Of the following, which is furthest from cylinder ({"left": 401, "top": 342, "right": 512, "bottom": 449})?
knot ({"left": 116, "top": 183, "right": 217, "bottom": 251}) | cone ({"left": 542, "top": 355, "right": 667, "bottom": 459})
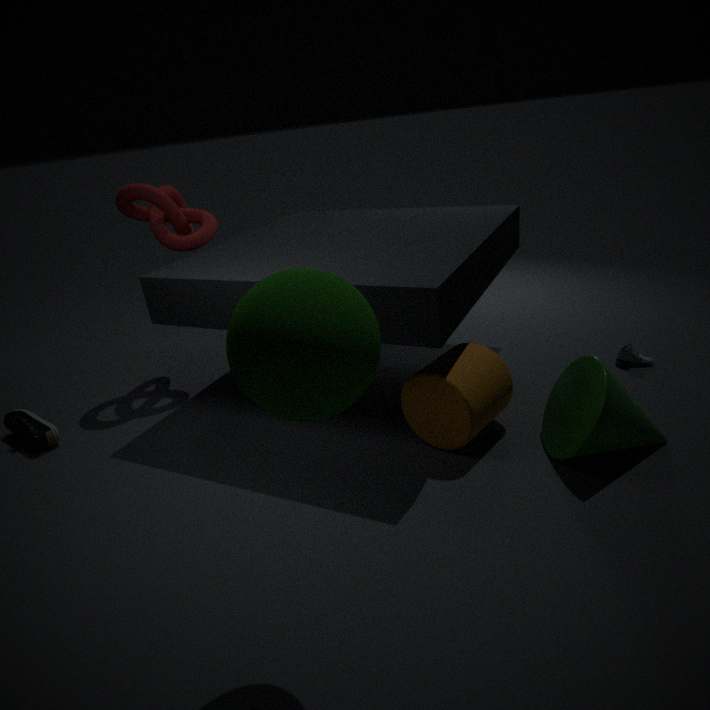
knot ({"left": 116, "top": 183, "right": 217, "bottom": 251})
